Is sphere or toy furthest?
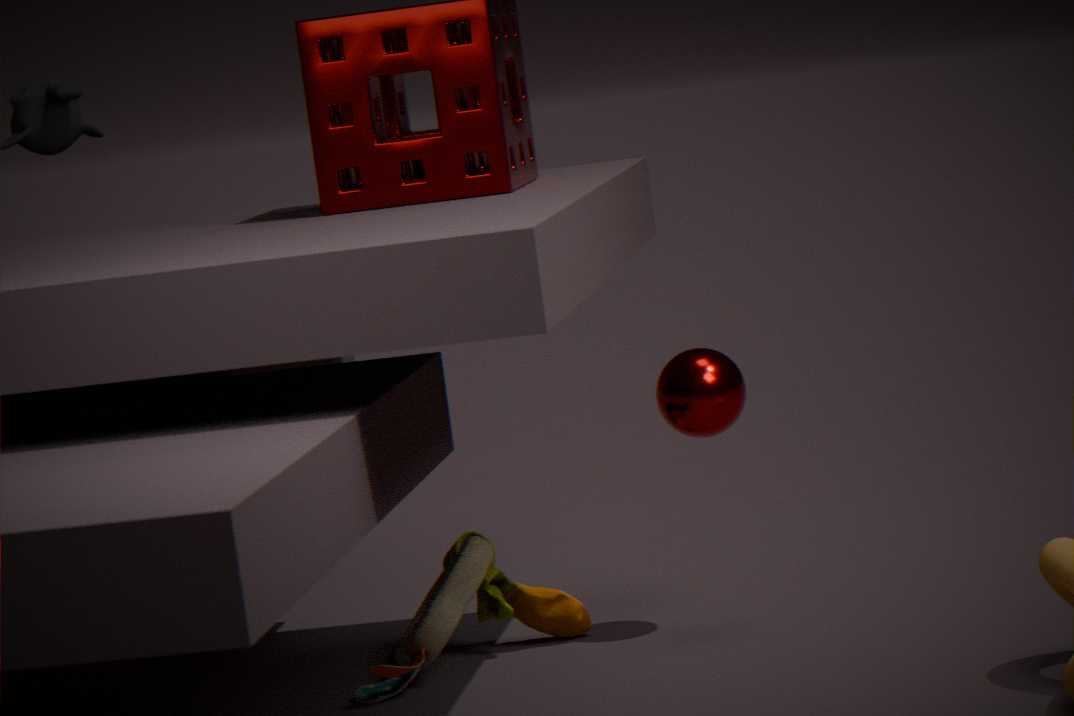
sphere
